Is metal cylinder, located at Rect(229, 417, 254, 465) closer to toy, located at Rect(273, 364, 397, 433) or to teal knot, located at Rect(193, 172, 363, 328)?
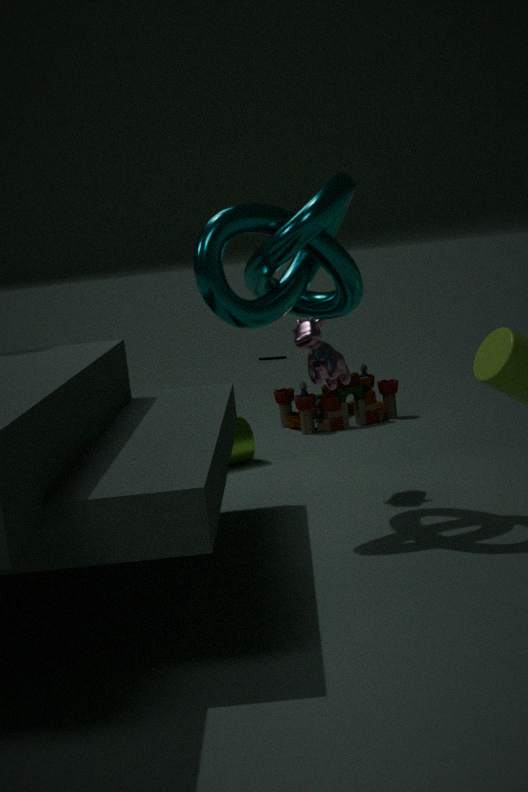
toy, located at Rect(273, 364, 397, 433)
